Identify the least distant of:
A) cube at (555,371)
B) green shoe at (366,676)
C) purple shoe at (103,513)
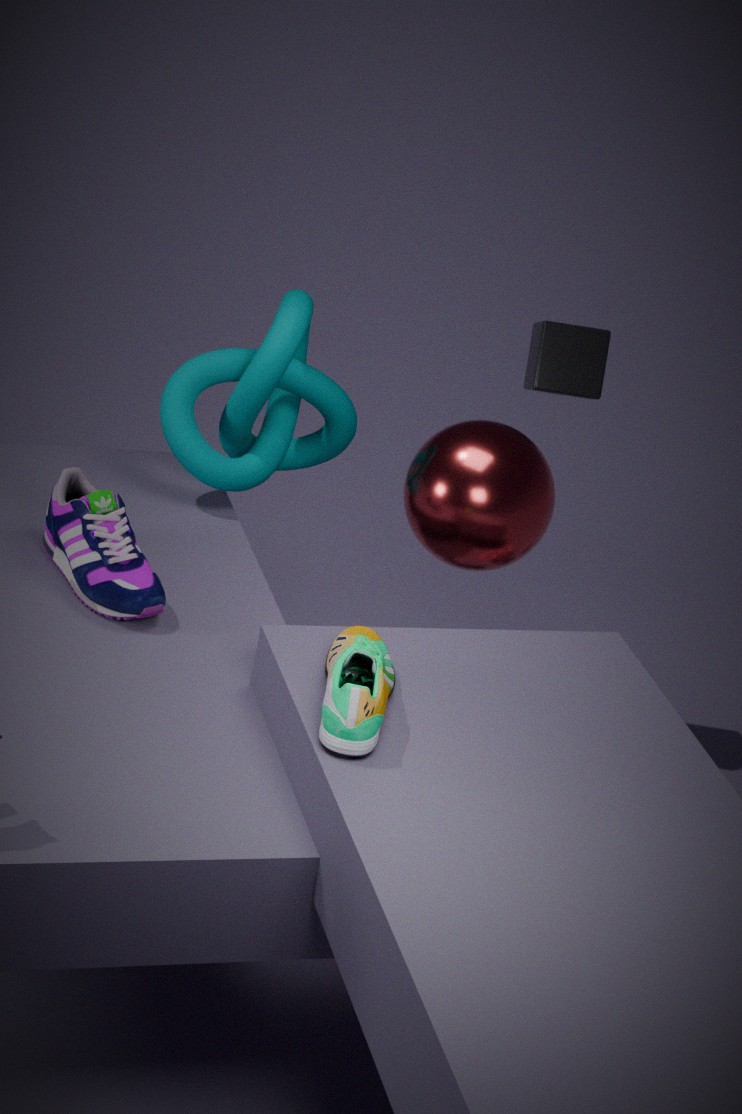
green shoe at (366,676)
